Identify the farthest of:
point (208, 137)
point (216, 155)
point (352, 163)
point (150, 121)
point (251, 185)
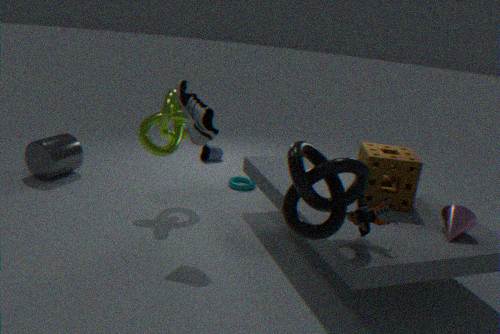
point (216, 155)
